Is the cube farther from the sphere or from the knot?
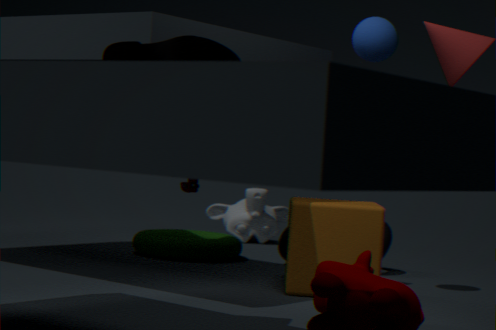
the sphere
